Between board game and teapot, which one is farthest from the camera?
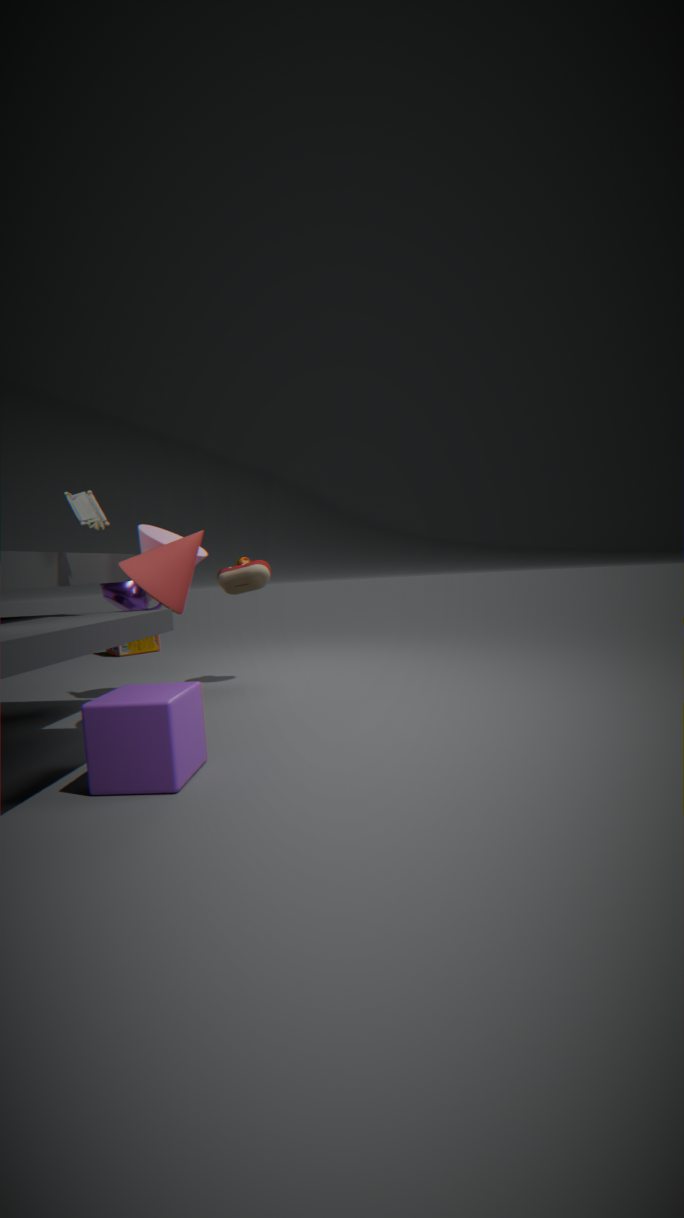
board game
